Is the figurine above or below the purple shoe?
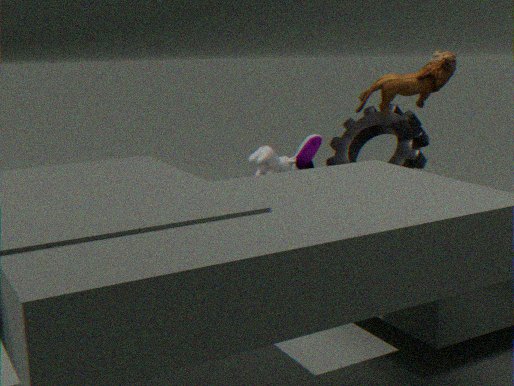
above
